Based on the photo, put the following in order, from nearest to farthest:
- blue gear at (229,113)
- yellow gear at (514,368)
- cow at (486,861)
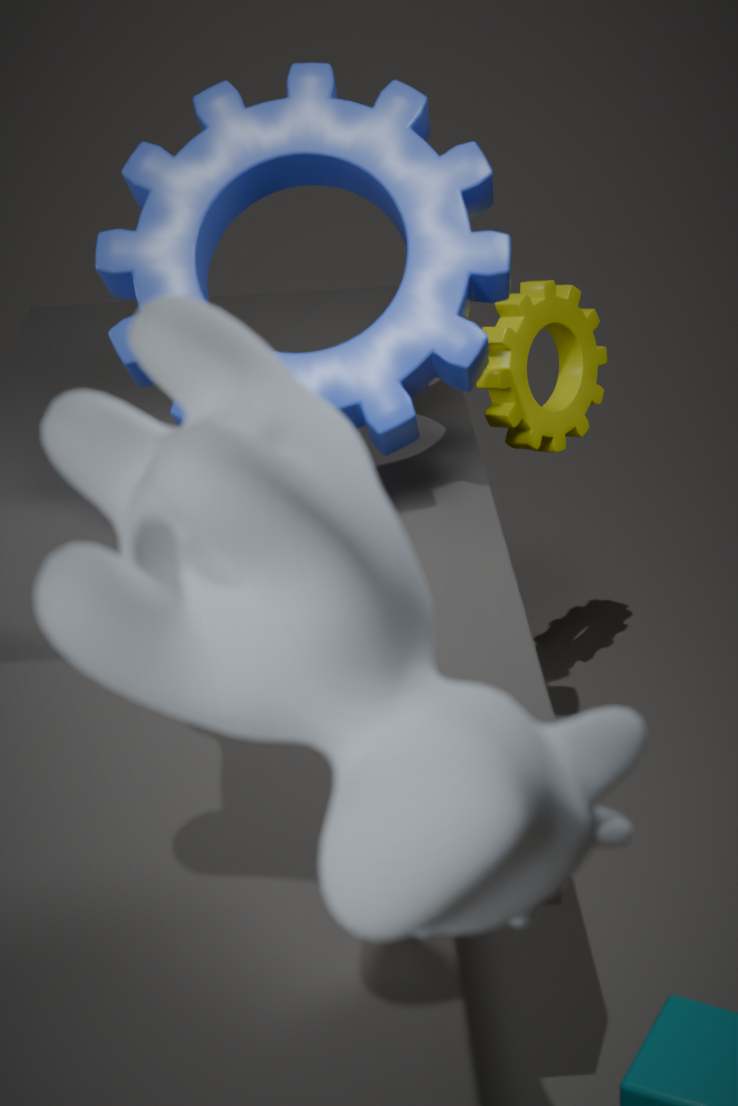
cow at (486,861)
blue gear at (229,113)
yellow gear at (514,368)
